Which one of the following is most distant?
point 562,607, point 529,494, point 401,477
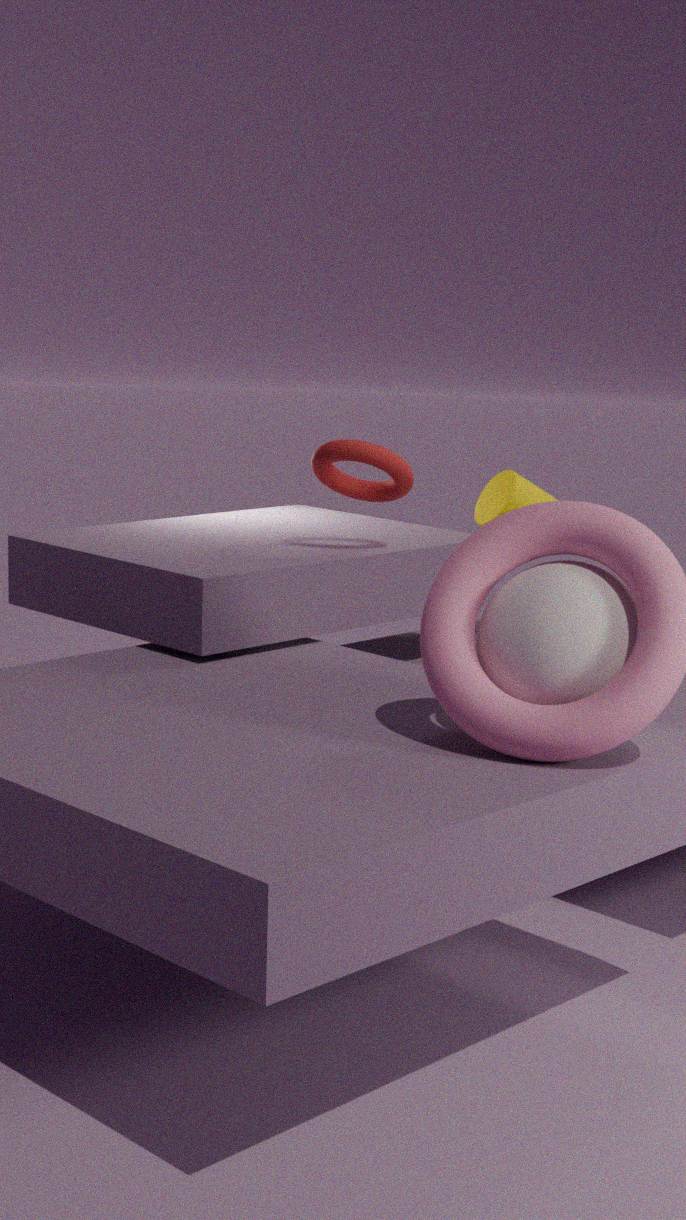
point 529,494
